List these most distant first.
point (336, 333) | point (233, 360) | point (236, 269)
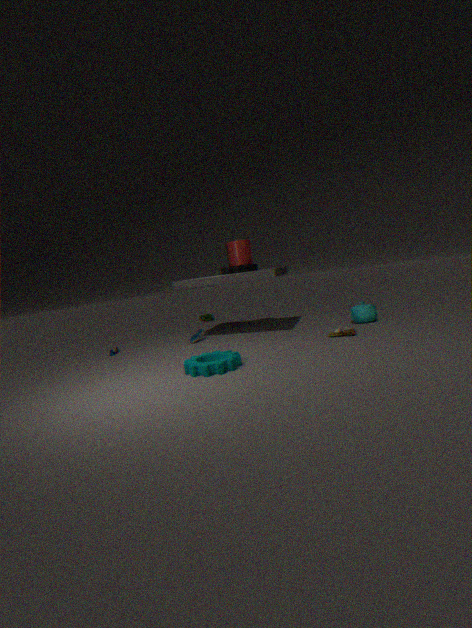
point (236, 269), point (336, 333), point (233, 360)
